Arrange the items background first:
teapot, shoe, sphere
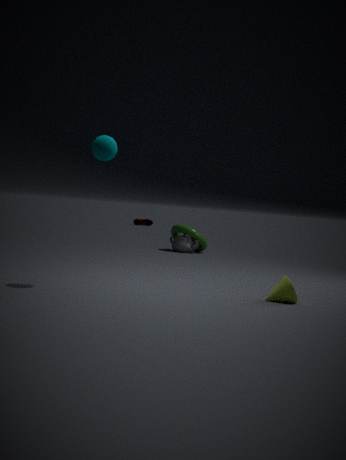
shoe
teapot
sphere
